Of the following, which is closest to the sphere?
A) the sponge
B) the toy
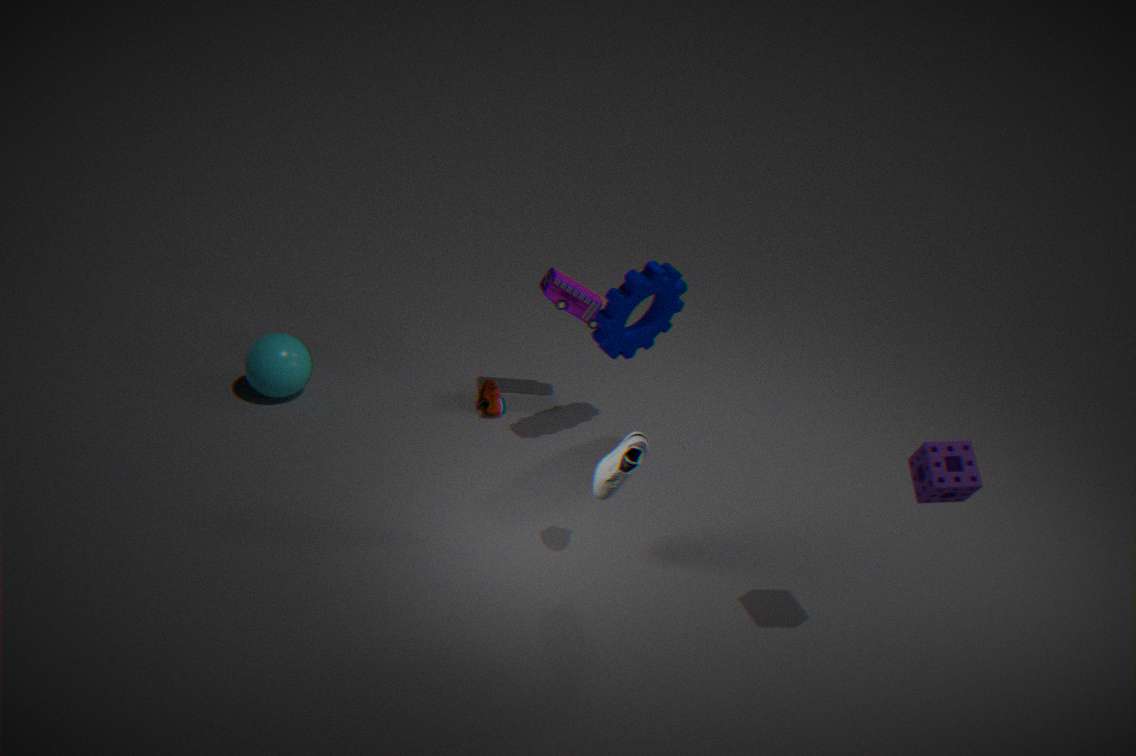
the toy
